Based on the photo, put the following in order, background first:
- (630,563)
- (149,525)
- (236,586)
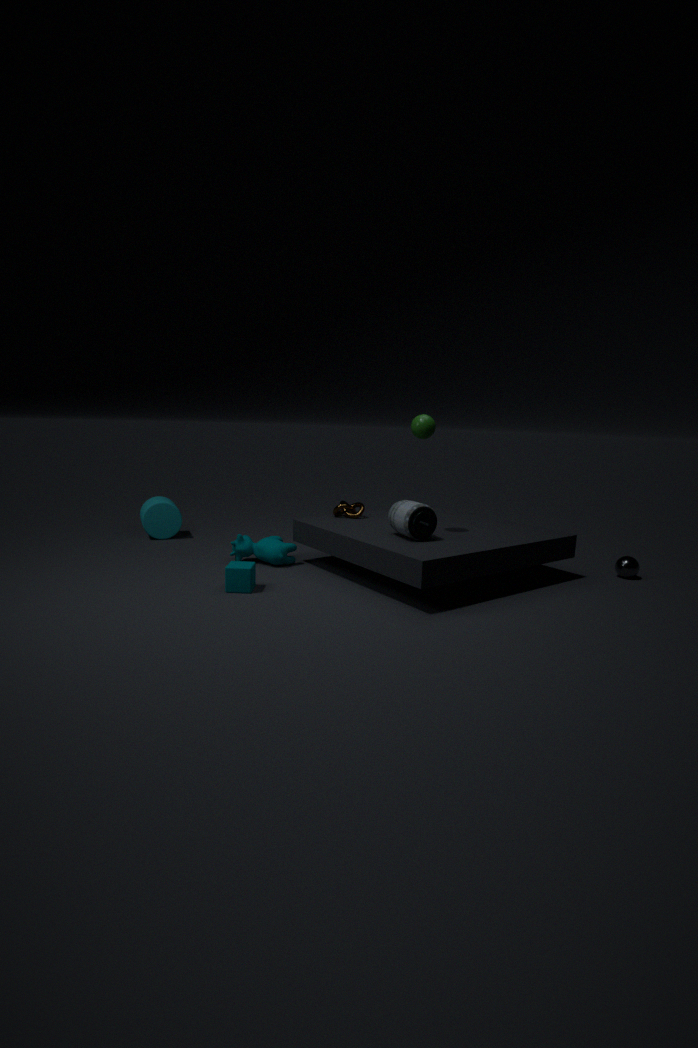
(149,525)
(630,563)
(236,586)
